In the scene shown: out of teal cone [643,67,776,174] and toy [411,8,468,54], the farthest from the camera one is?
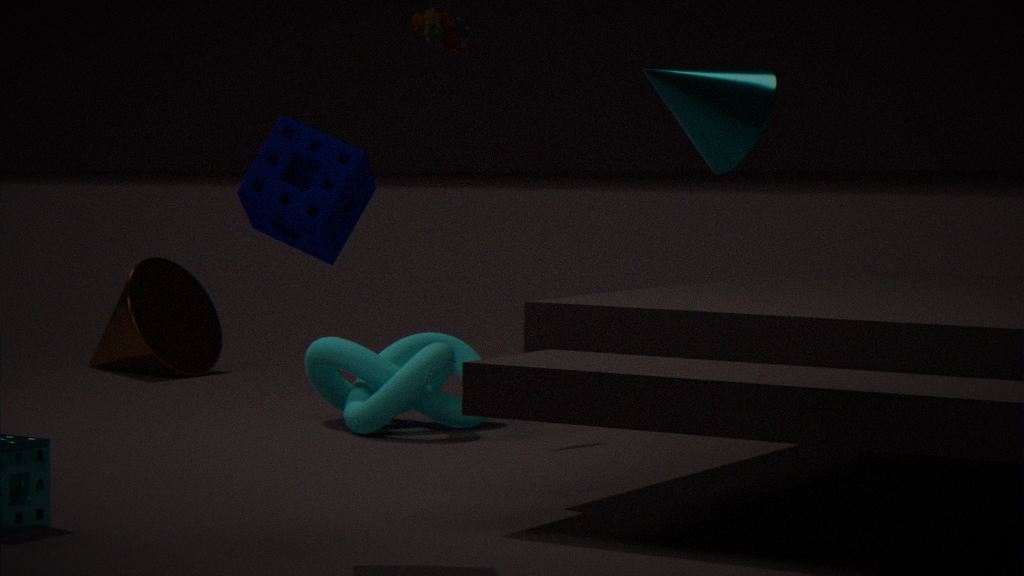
toy [411,8,468,54]
